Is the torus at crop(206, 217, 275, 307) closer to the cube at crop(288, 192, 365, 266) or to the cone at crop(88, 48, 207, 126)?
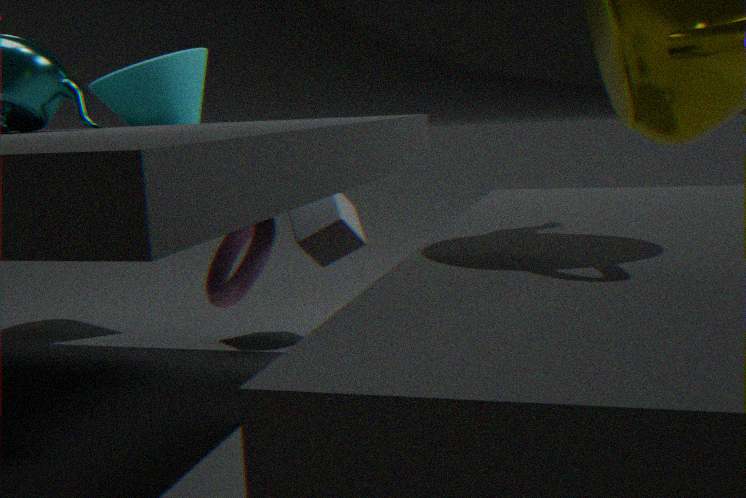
the cube at crop(288, 192, 365, 266)
